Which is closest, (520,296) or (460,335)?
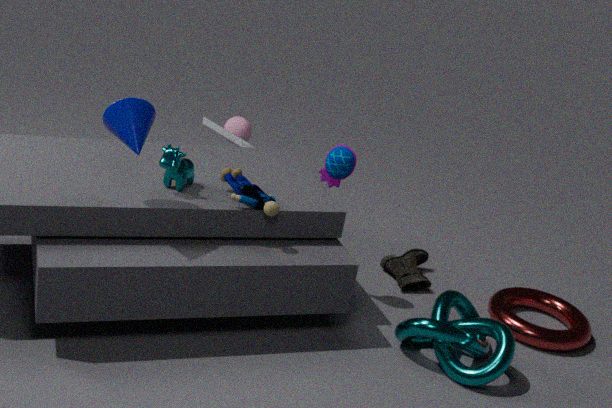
(460,335)
